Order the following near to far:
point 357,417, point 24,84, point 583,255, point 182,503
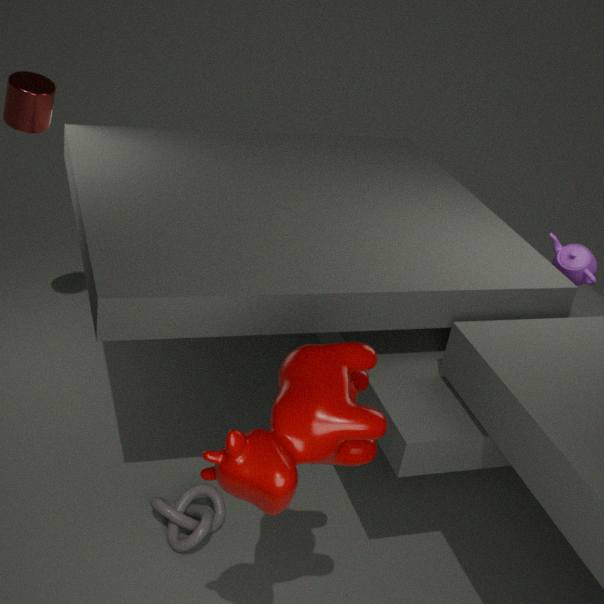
point 357,417 → point 182,503 → point 583,255 → point 24,84
